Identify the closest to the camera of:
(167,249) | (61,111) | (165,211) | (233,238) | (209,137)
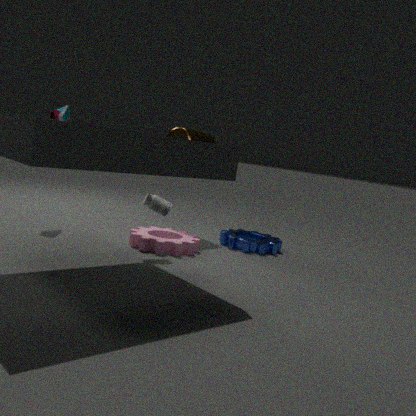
(165,211)
